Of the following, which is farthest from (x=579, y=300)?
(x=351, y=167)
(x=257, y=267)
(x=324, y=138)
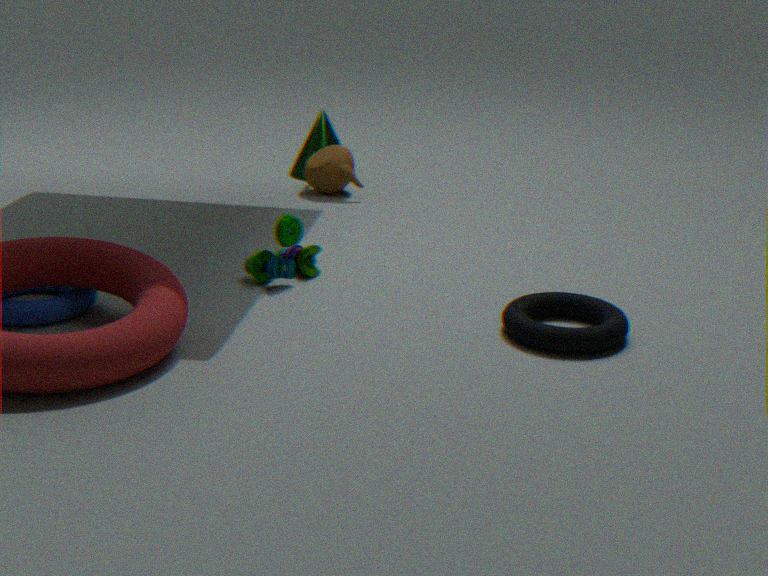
(x=324, y=138)
